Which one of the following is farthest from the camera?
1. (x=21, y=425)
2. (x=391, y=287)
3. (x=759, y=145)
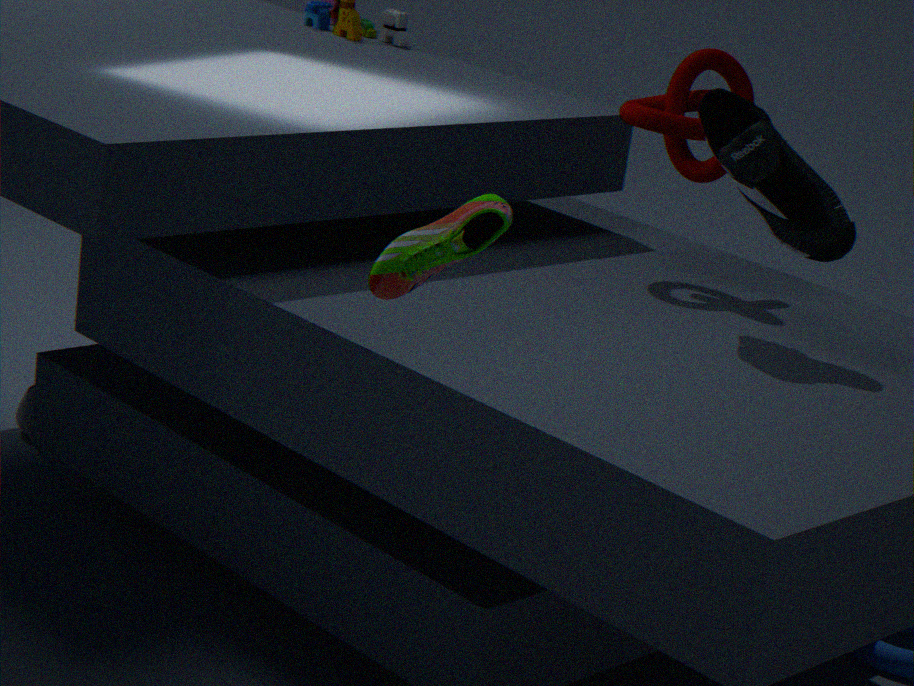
(x=21, y=425)
